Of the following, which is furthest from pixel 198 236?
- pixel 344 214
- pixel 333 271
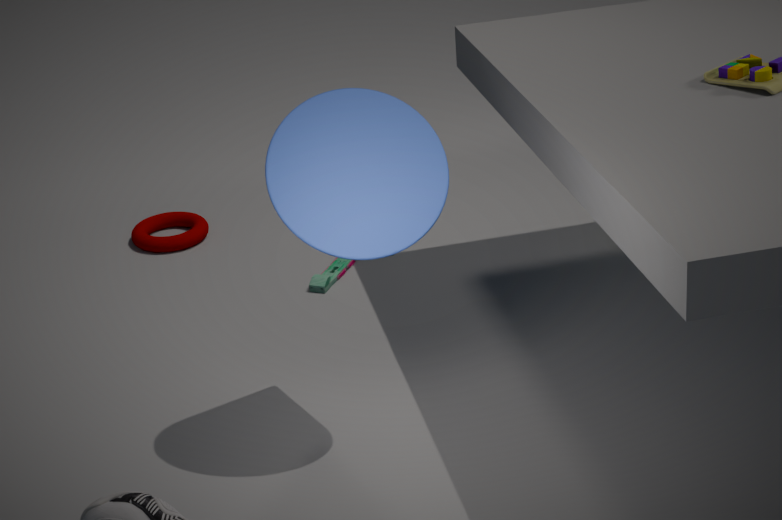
pixel 344 214
